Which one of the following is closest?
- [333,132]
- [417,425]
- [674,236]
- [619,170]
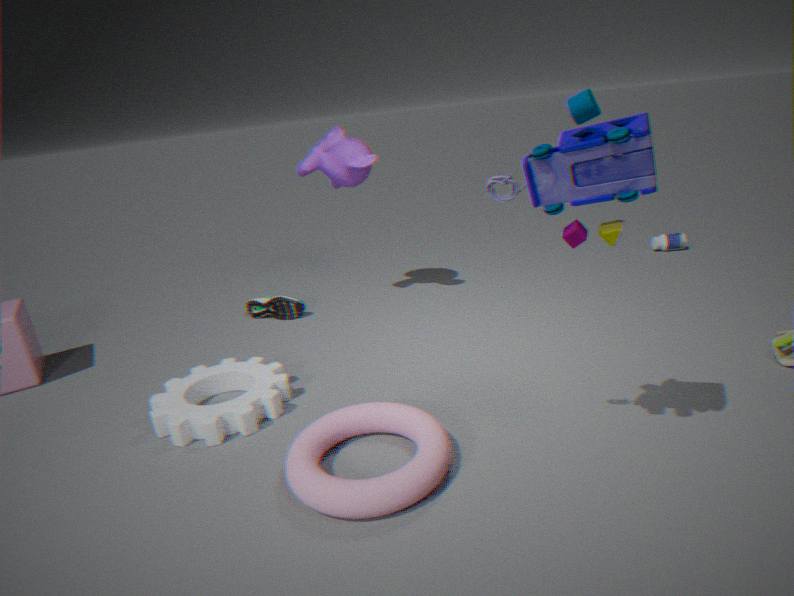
[619,170]
